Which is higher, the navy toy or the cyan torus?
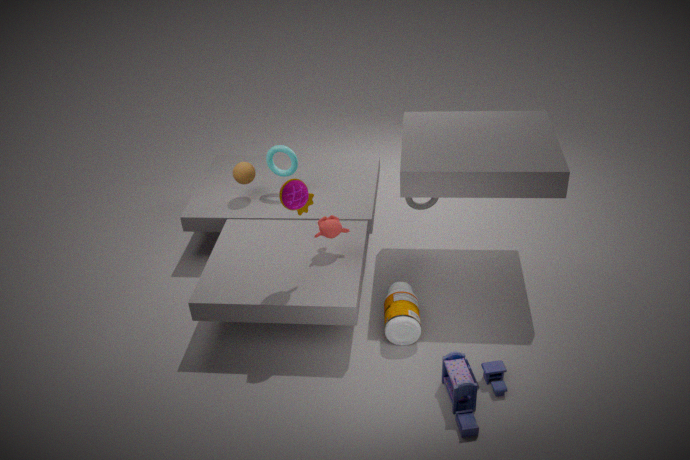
the cyan torus
